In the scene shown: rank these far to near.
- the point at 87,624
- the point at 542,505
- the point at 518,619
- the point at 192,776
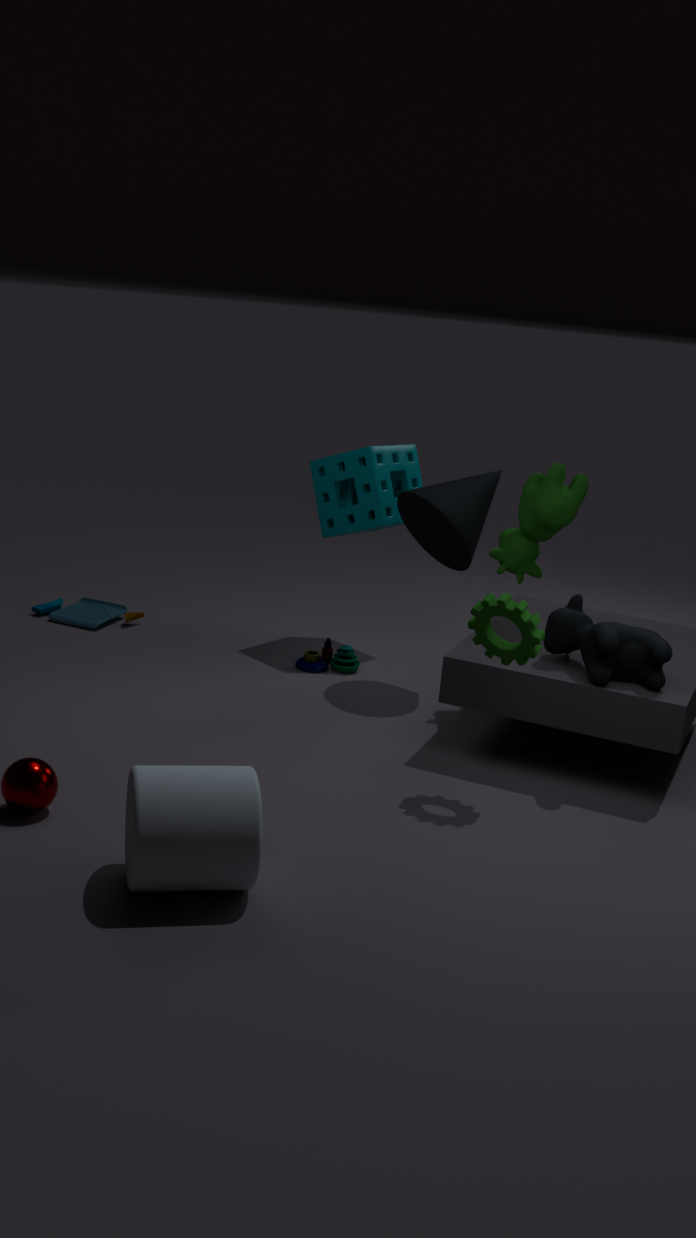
the point at 87,624
the point at 542,505
the point at 518,619
the point at 192,776
